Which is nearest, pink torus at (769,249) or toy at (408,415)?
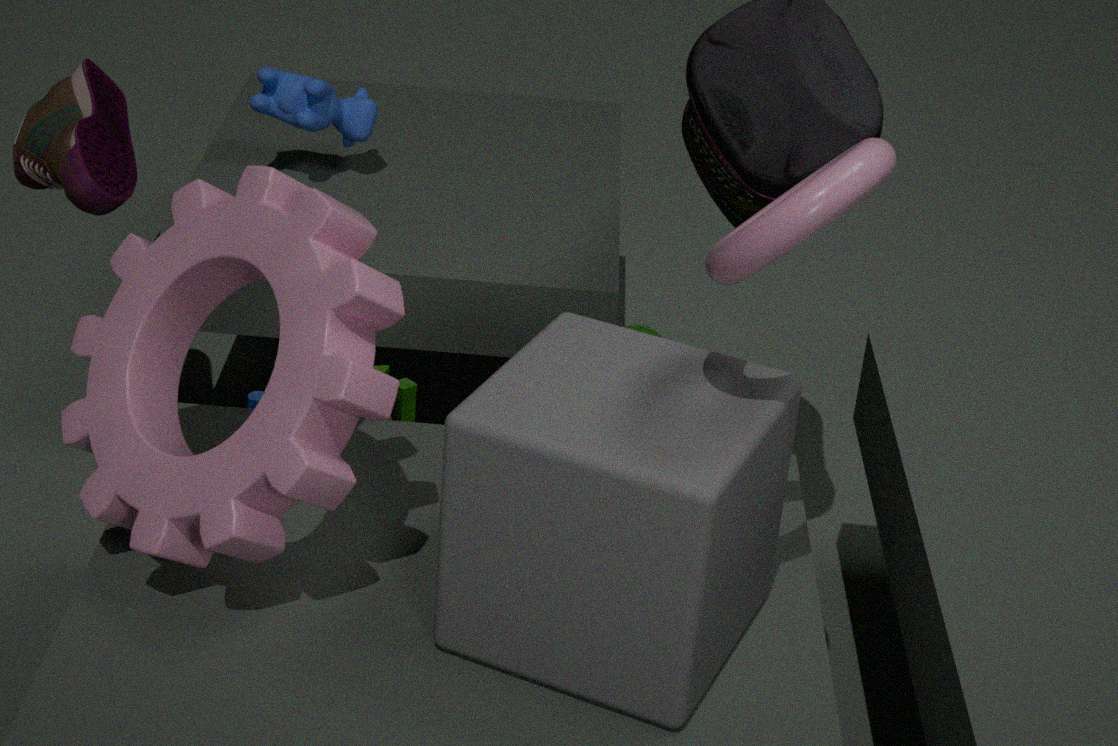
pink torus at (769,249)
